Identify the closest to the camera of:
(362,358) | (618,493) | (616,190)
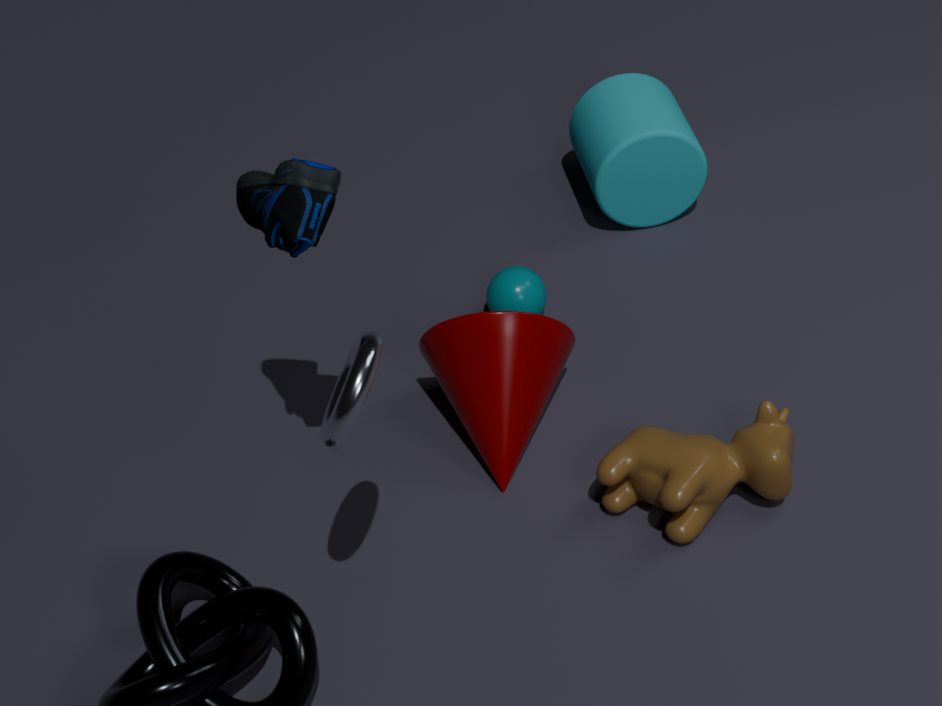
(362,358)
